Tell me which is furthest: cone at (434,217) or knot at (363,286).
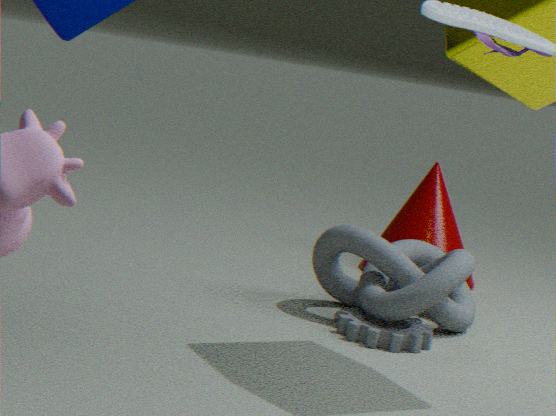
cone at (434,217)
